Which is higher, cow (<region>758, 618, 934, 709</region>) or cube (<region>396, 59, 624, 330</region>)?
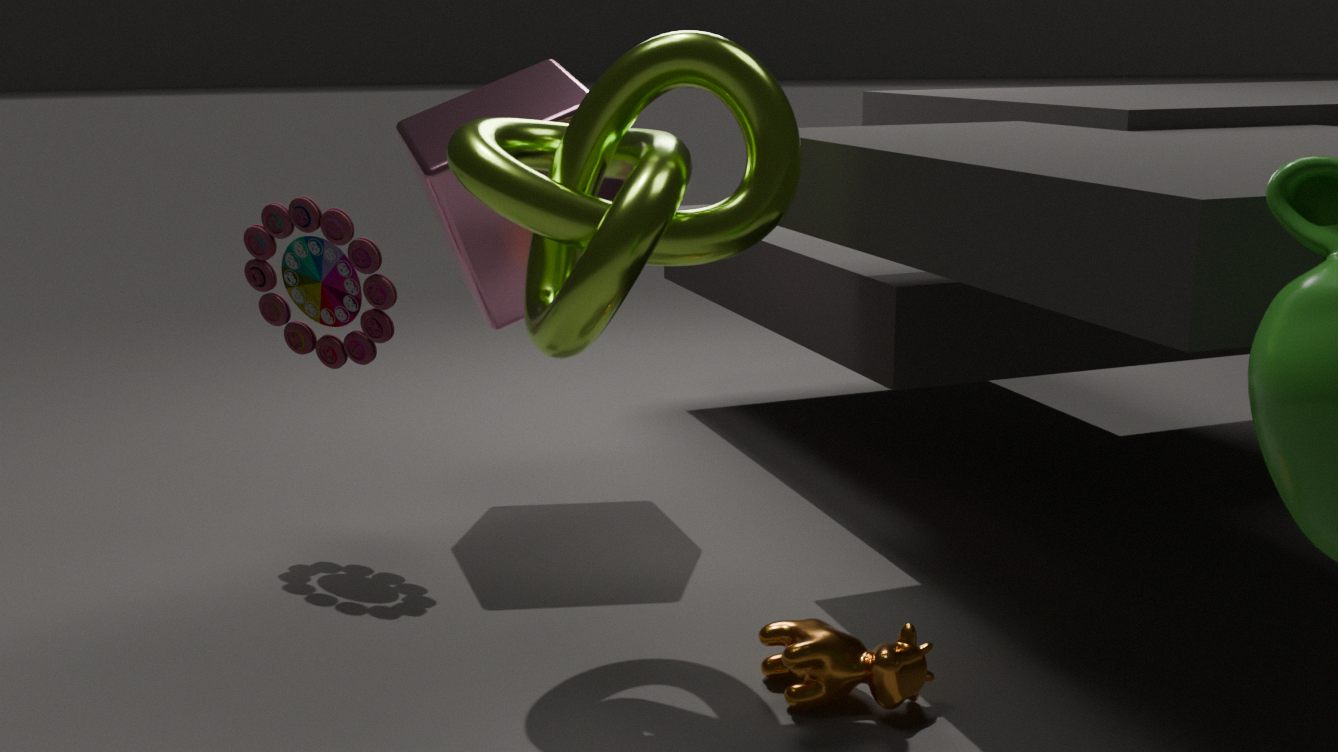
cube (<region>396, 59, 624, 330</region>)
